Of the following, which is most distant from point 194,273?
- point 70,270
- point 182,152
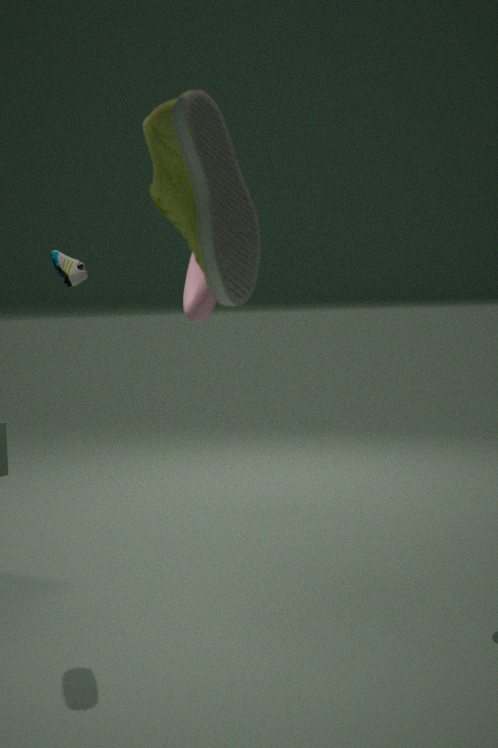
point 70,270
